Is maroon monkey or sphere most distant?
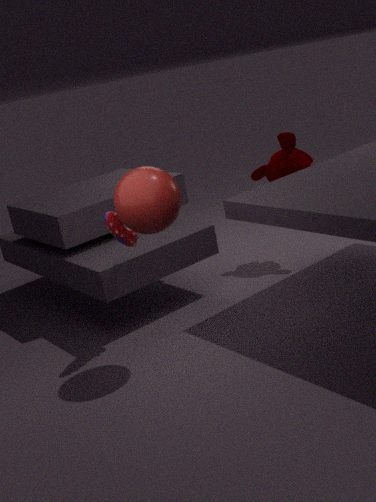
Result: maroon monkey
